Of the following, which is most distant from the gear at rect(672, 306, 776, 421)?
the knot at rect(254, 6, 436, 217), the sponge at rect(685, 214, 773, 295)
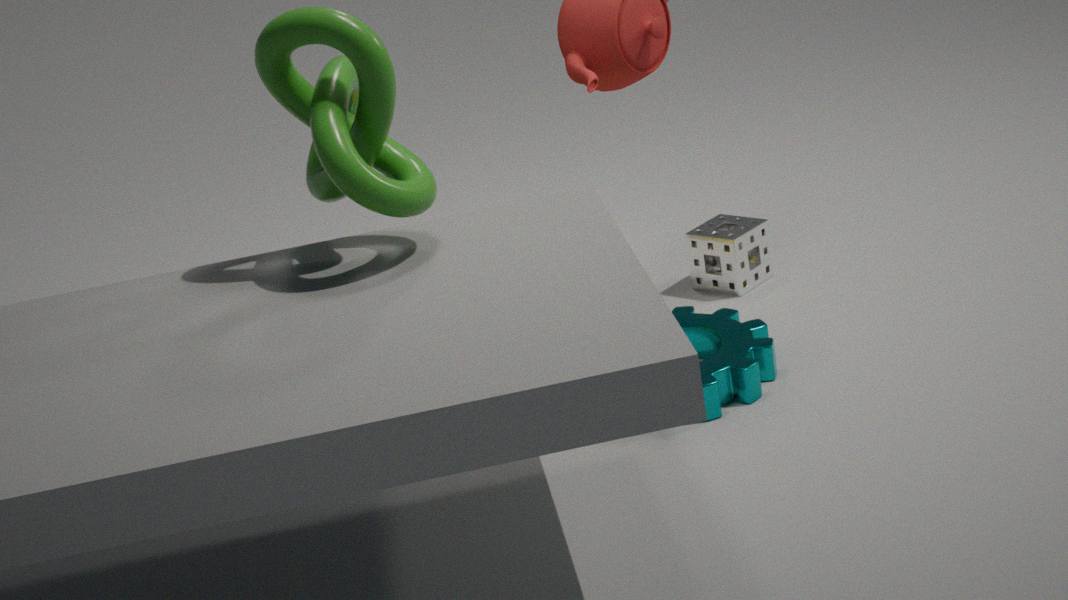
the knot at rect(254, 6, 436, 217)
